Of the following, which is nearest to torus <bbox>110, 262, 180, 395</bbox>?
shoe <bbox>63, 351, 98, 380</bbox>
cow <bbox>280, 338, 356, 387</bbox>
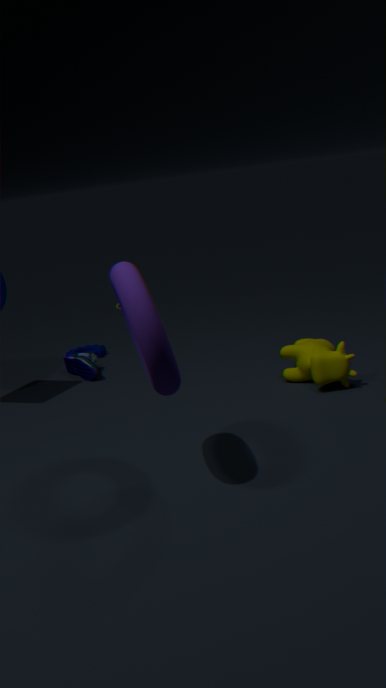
cow <bbox>280, 338, 356, 387</bbox>
